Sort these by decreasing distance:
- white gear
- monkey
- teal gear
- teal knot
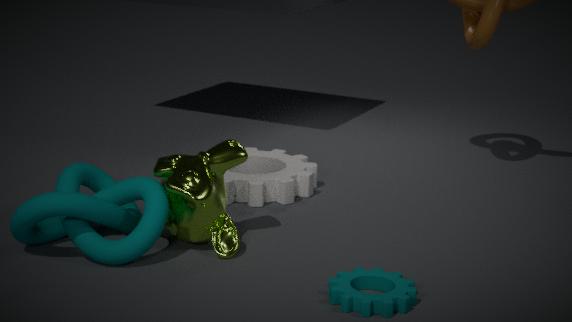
white gear
monkey
teal knot
teal gear
